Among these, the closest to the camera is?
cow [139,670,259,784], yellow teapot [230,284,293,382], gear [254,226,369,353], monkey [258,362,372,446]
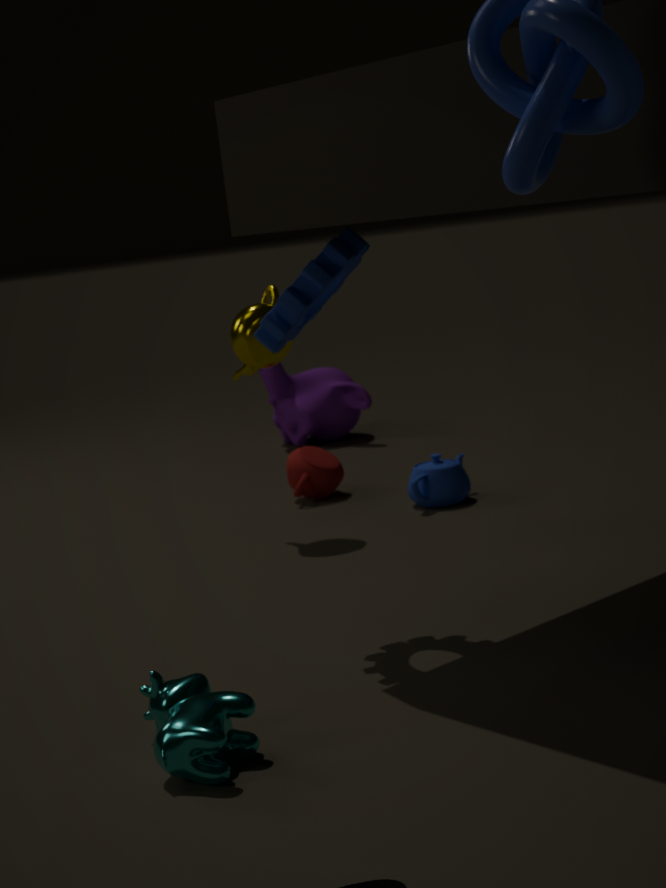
cow [139,670,259,784]
